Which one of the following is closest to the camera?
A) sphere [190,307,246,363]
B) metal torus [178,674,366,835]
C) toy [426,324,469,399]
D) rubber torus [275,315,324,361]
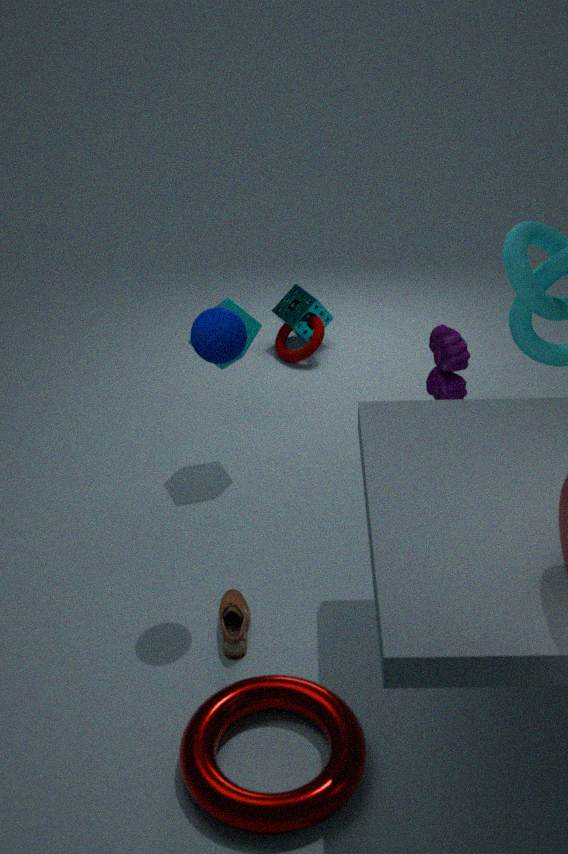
B. metal torus [178,674,366,835]
